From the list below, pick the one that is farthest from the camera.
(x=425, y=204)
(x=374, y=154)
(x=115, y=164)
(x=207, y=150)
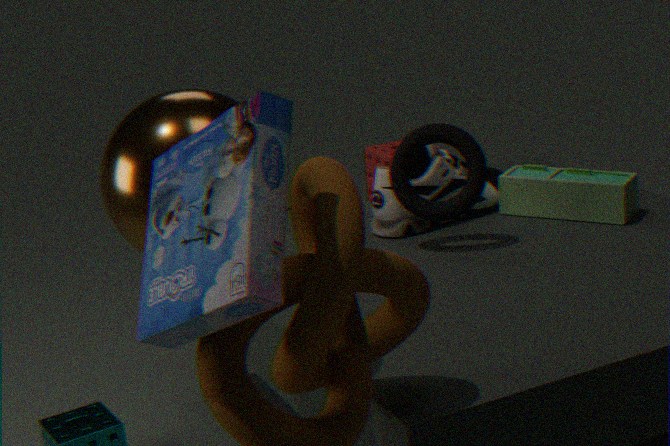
(x=374, y=154)
